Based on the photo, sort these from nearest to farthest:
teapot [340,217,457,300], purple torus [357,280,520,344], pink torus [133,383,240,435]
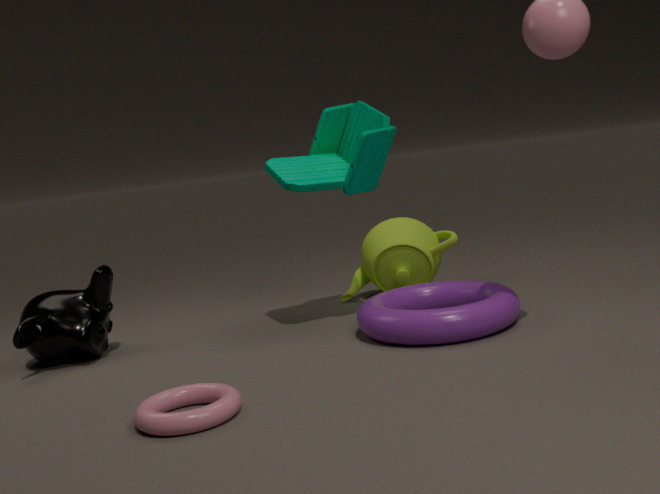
pink torus [133,383,240,435], purple torus [357,280,520,344], teapot [340,217,457,300]
